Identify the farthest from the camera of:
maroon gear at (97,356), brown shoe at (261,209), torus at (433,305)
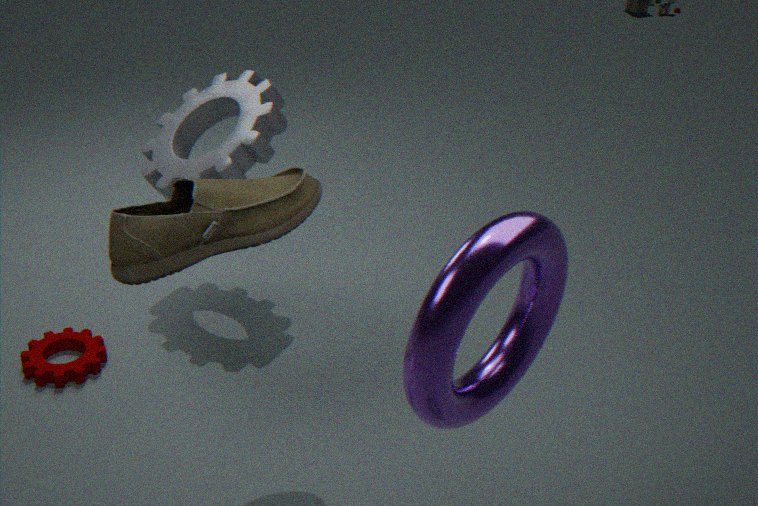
maroon gear at (97,356)
